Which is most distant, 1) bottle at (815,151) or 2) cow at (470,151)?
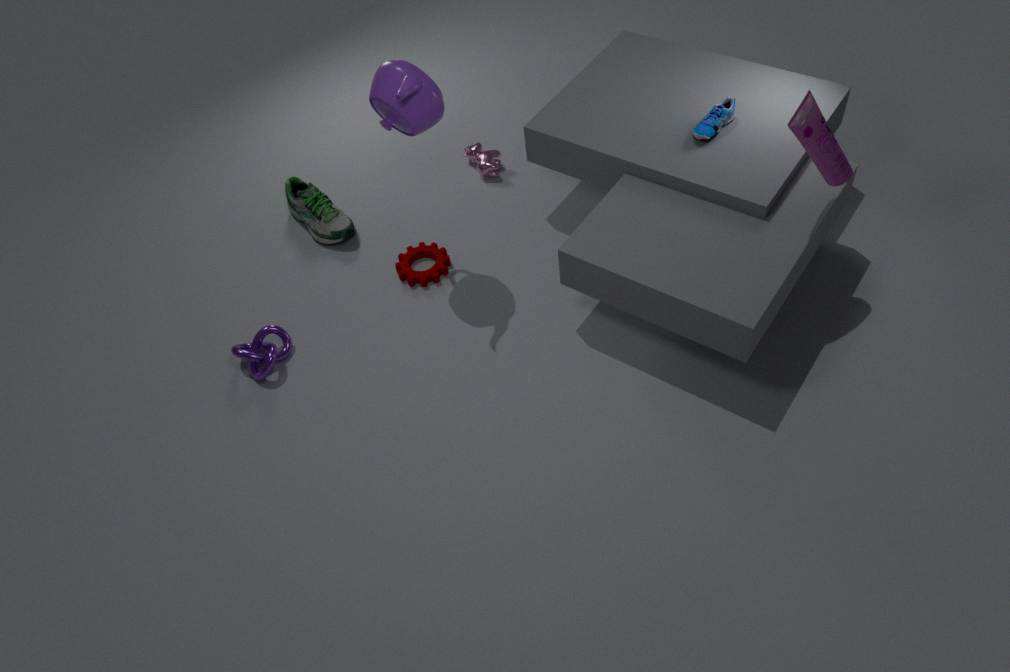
2. cow at (470,151)
